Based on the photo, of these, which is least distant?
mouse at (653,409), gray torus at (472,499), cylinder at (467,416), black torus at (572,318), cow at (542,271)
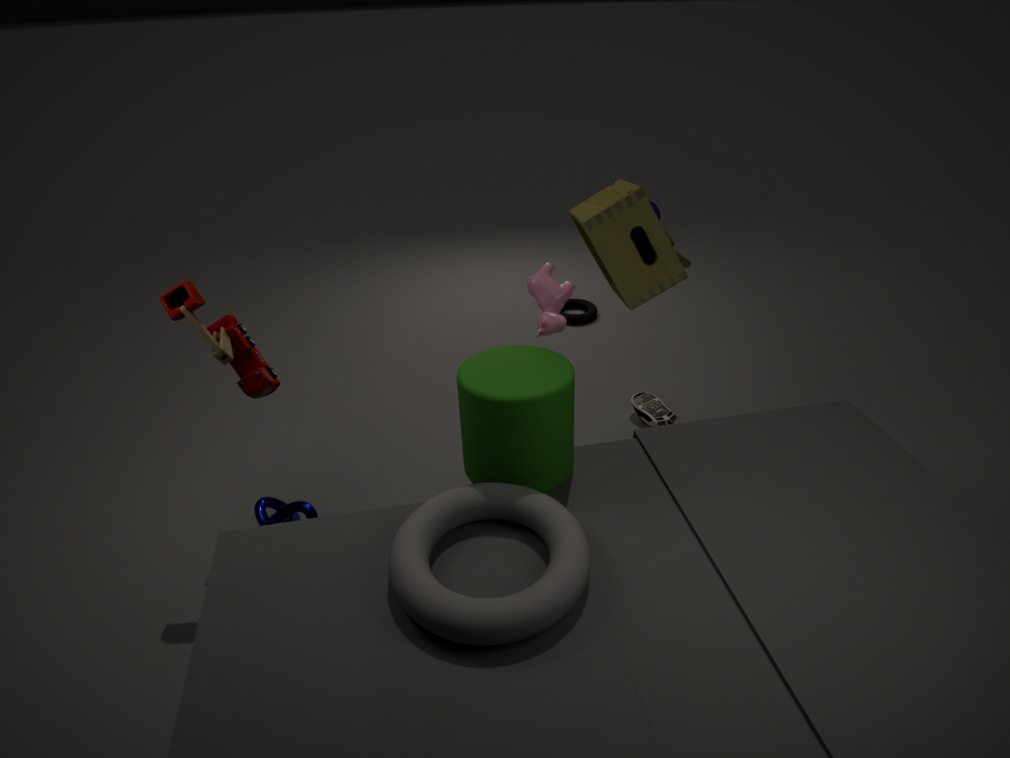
gray torus at (472,499)
